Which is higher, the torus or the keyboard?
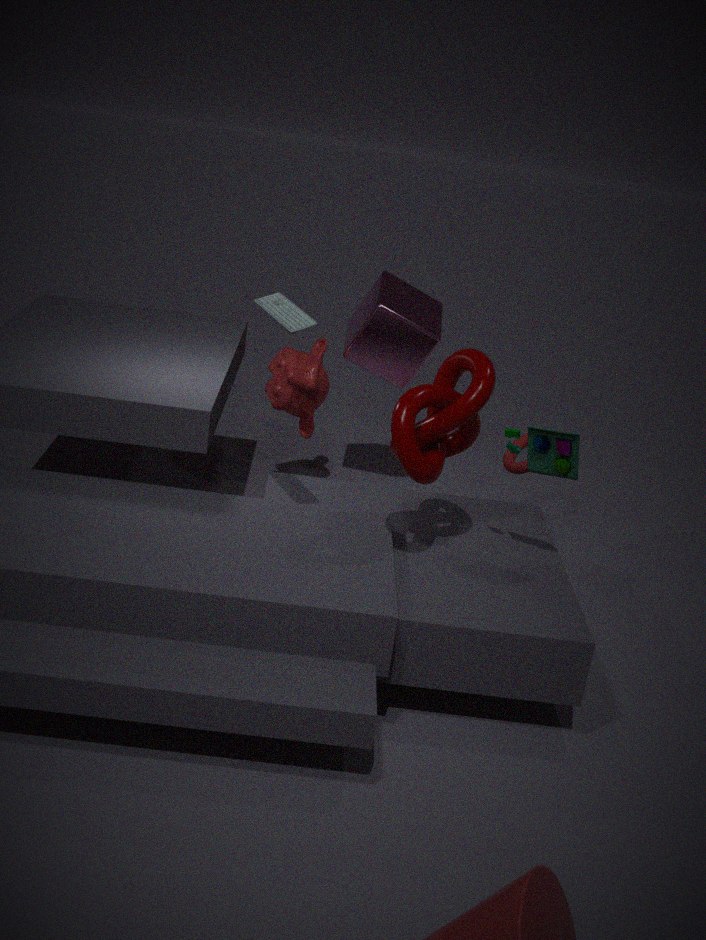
the keyboard
